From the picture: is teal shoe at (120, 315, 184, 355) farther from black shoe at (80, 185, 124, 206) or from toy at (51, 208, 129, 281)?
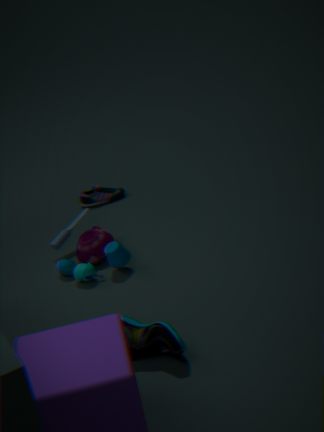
black shoe at (80, 185, 124, 206)
